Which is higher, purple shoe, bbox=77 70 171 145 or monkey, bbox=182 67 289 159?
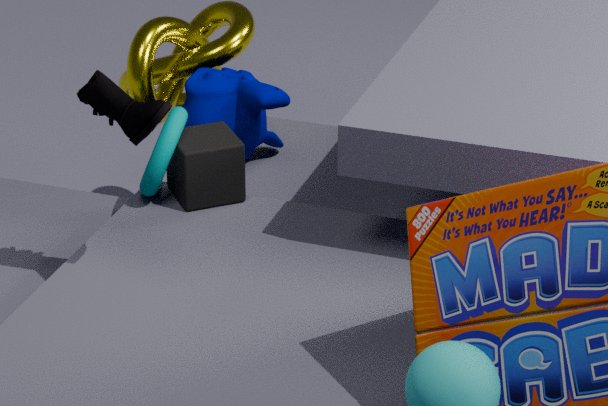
purple shoe, bbox=77 70 171 145
